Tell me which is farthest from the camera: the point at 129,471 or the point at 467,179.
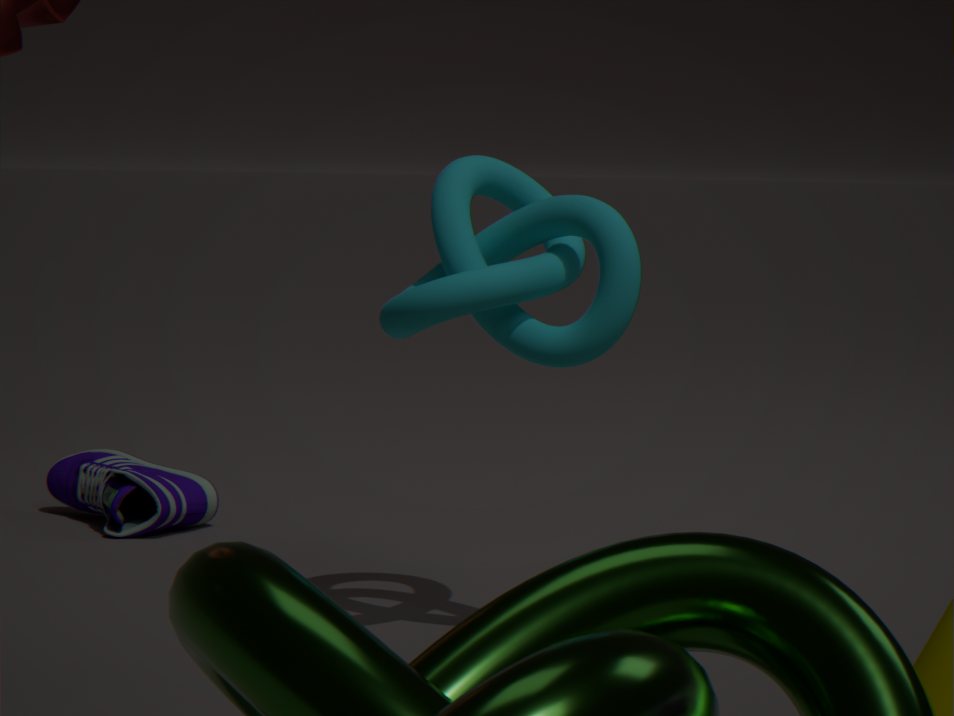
the point at 129,471
